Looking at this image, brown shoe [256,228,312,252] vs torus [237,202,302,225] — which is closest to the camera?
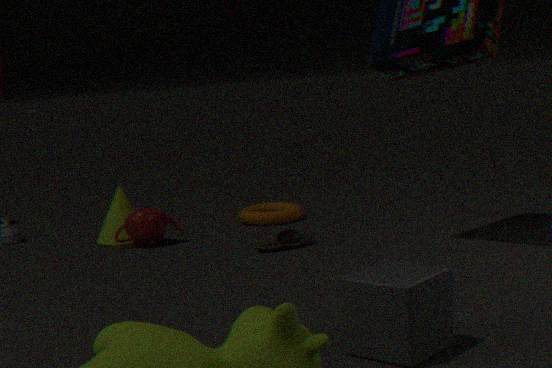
brown shoe [256,228,312,252]
